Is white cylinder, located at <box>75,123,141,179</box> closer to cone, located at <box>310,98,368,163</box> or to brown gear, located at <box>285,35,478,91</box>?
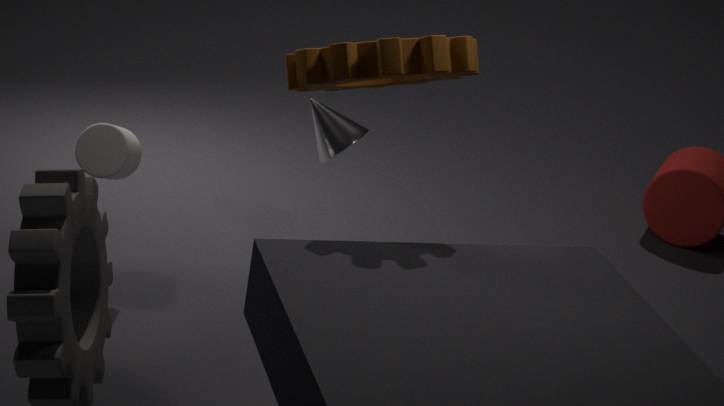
cone, located at <box>310,98,368,163</box>
